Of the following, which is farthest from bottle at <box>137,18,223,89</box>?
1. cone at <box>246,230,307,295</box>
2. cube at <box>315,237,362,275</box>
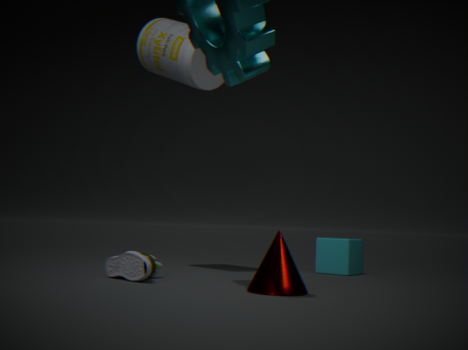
cube at <box>315,237,362,275</box>
